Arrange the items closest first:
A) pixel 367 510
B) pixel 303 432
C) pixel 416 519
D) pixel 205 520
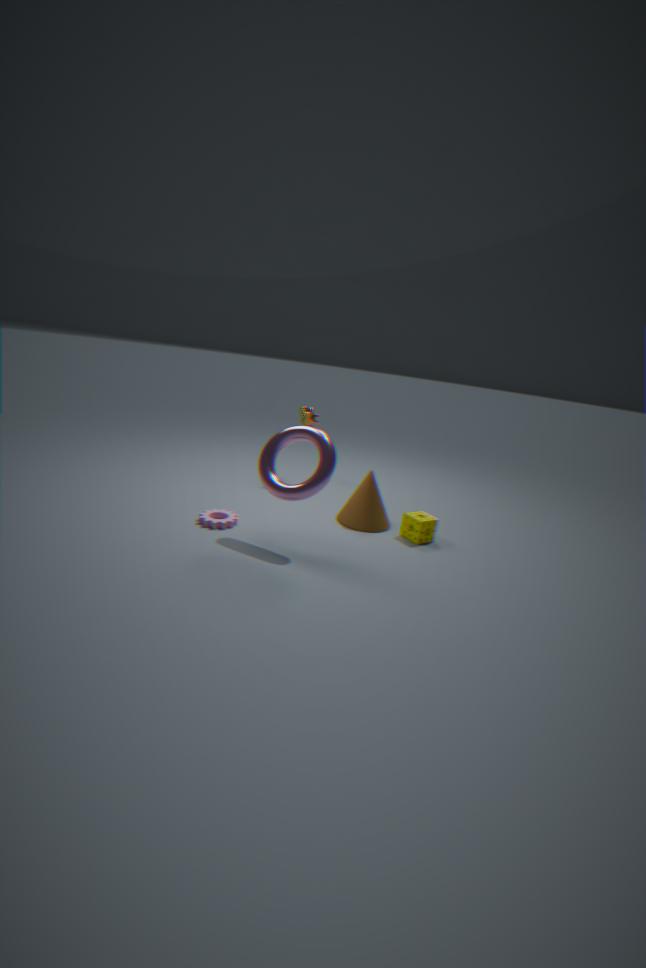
B. pixel 303 432 < D. pixel 205 520 < C. pixel 416 519 < A. pixel 367 510
